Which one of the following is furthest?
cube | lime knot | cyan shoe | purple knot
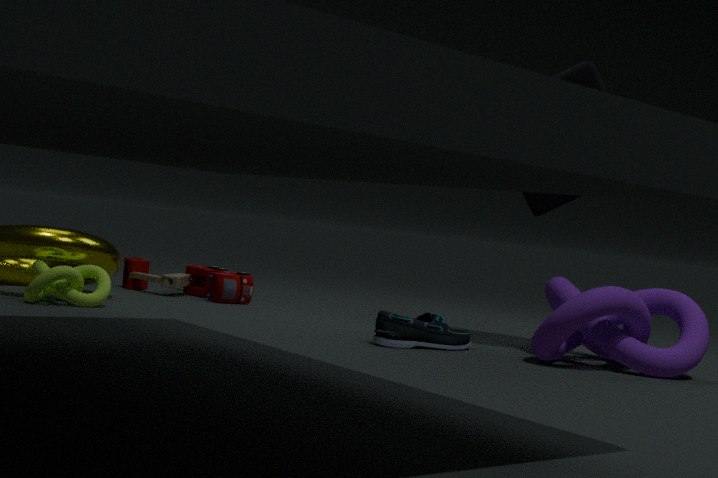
lime knot
